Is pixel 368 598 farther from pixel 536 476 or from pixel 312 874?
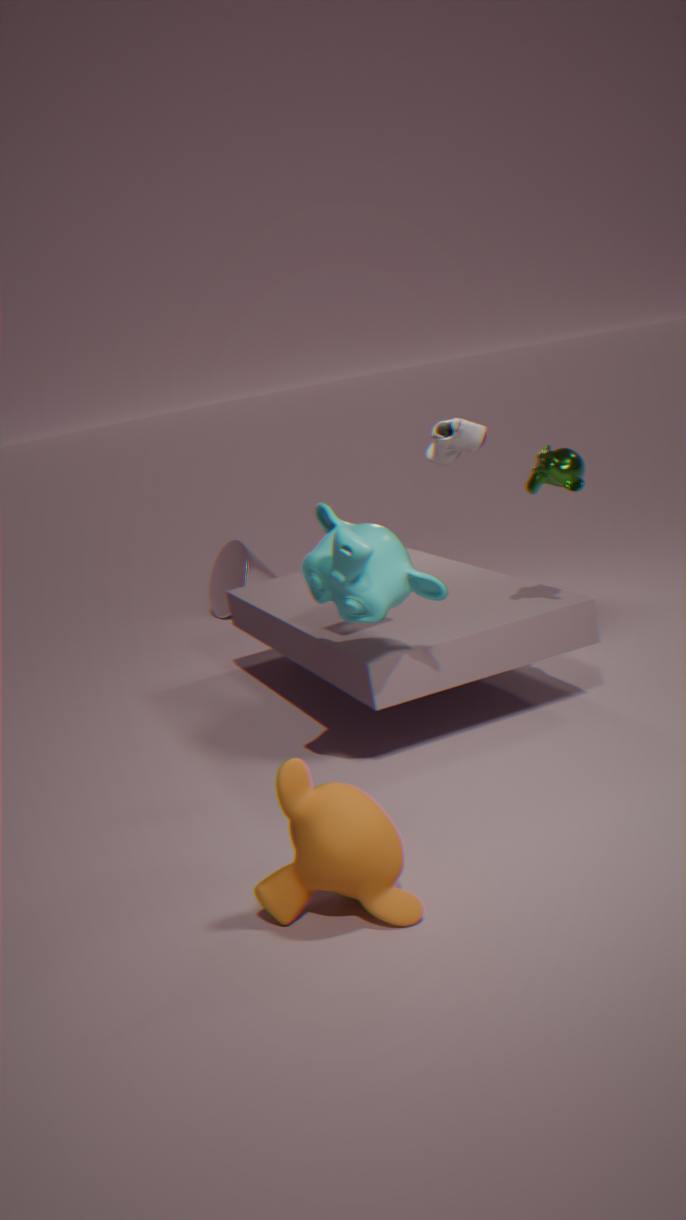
pixel 312 874
